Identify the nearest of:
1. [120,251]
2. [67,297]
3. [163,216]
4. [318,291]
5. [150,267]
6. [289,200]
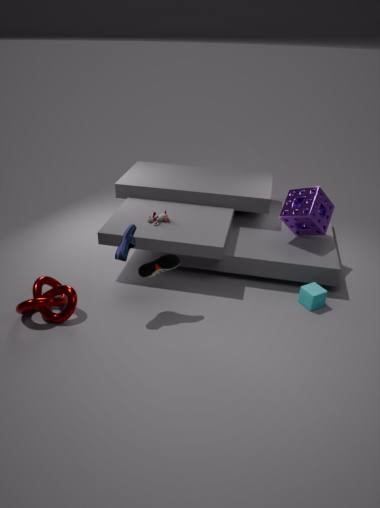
[120,251]
